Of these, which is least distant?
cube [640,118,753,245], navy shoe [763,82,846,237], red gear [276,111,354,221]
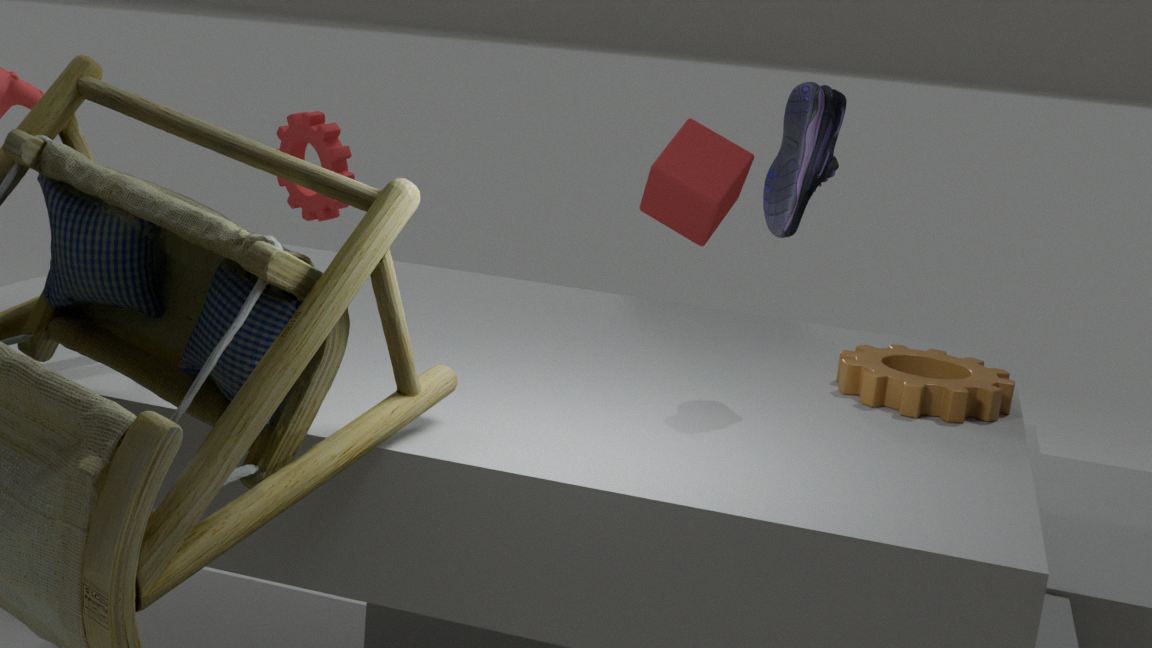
navy shoe [763,82,846,237]
